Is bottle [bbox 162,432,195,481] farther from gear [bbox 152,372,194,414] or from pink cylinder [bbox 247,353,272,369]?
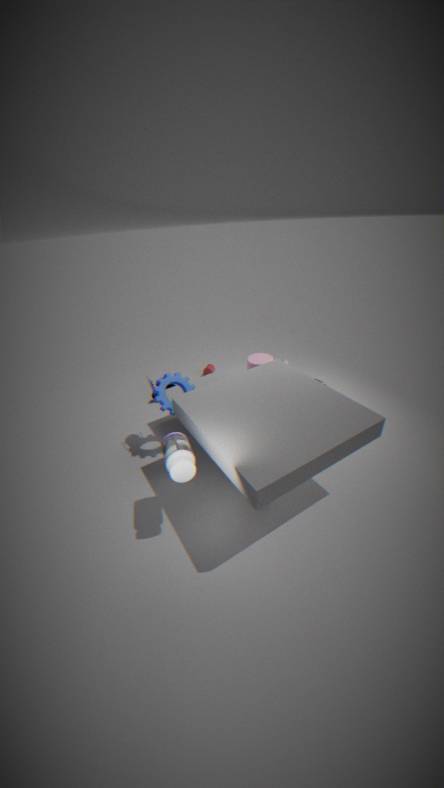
pink cylinder [bbox 247,353,272,369]
